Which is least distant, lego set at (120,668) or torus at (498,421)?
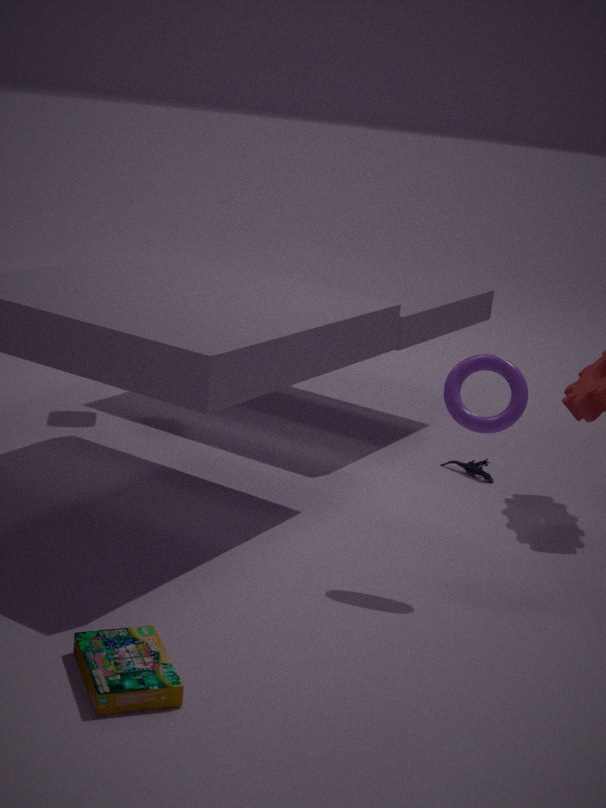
lego set at (120,668)
